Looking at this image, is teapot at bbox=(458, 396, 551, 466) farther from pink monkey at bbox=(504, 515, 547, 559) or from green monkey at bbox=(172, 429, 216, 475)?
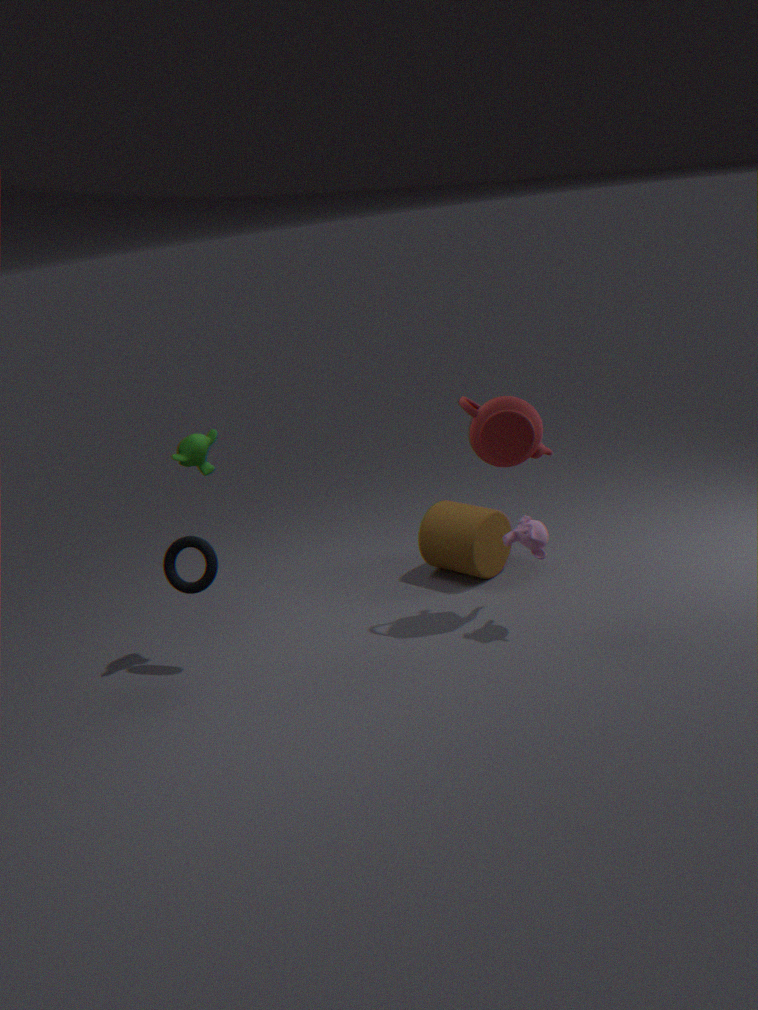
green monkey at bbox=(172, 429, 216, 475)
